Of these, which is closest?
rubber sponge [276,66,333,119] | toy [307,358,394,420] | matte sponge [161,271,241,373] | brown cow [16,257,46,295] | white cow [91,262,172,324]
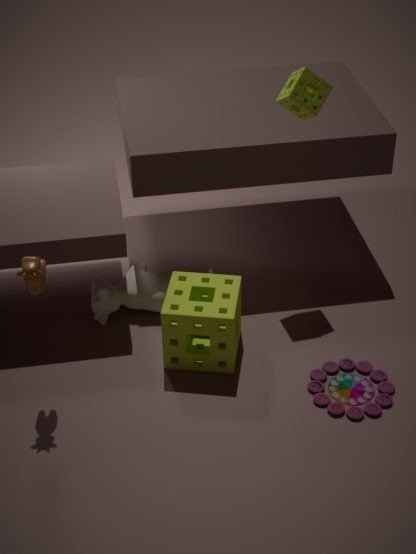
brown cow [16,257,46,295]
